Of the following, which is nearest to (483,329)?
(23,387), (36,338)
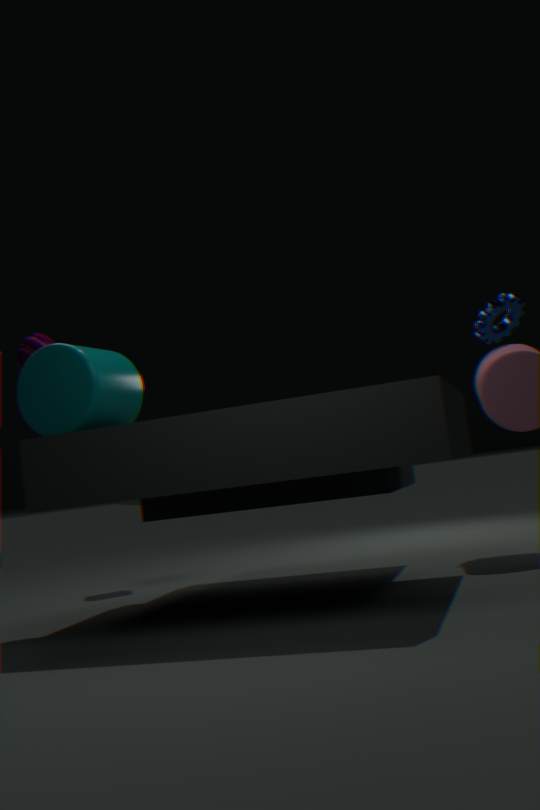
(23,387)
